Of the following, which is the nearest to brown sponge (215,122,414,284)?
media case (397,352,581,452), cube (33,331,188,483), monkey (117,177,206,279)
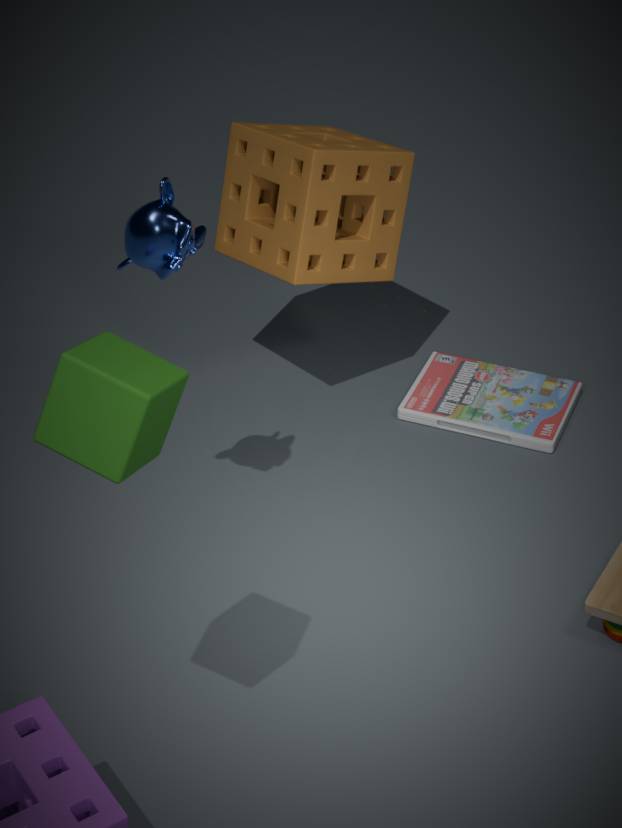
media case (397,352,581,452)
